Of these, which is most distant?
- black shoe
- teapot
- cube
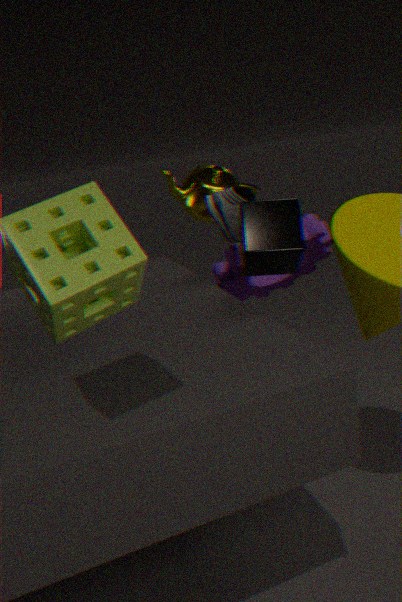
teapot
